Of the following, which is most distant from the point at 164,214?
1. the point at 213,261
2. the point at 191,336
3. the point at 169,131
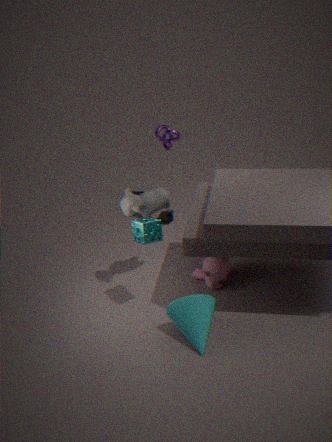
the point at 191,336
